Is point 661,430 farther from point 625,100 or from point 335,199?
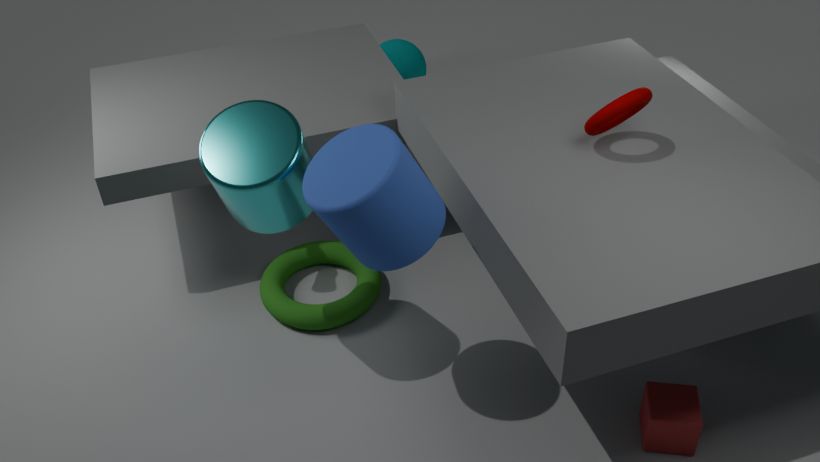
point 335,199
